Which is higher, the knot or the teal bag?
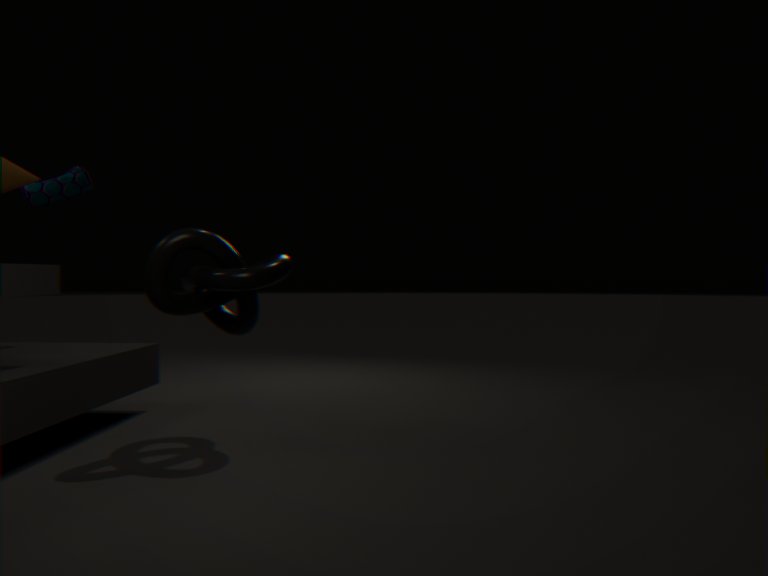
the teal bag
